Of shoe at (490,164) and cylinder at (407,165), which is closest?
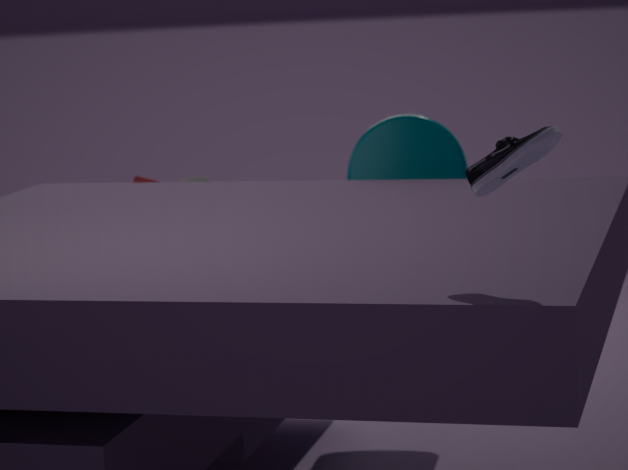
shoe at (490,164)
